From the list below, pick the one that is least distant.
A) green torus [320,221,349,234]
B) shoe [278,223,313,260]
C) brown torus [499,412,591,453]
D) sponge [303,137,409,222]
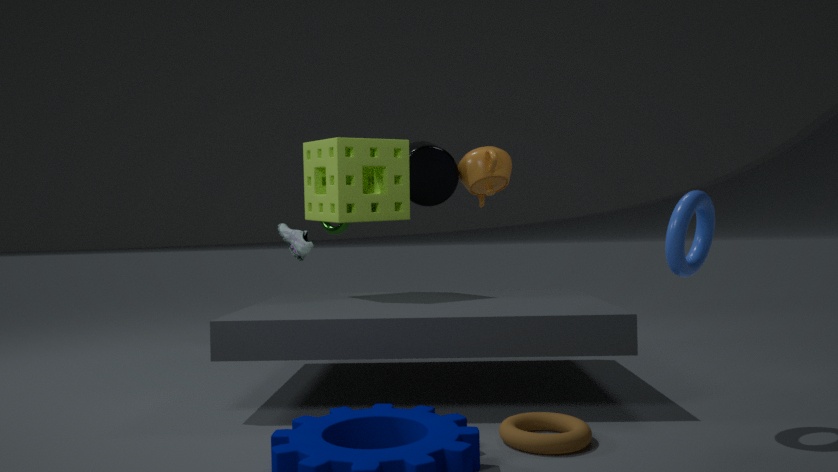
C. brown torus [499,412,591,453]
